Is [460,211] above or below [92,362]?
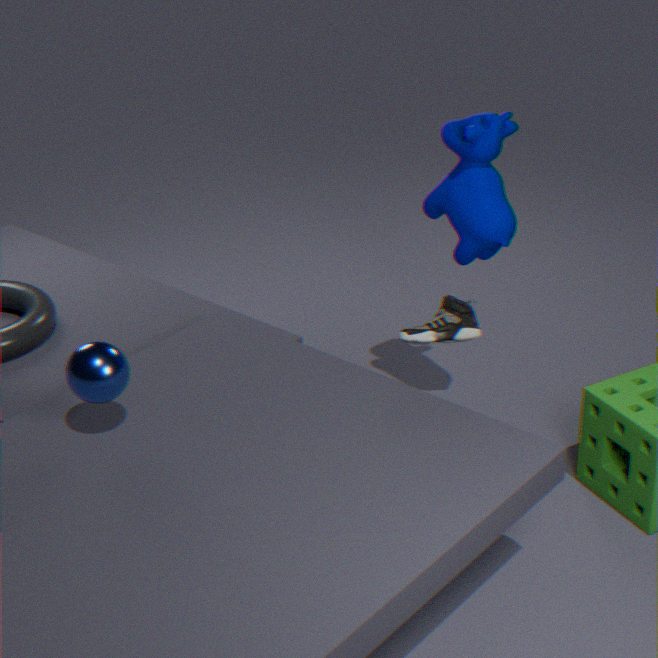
above
